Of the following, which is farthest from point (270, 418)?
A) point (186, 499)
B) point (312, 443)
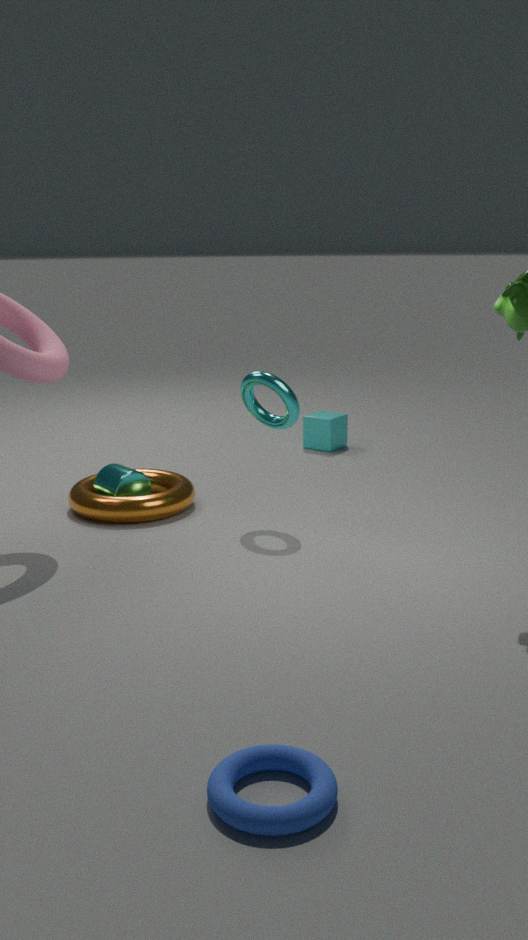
point (312, 443)
